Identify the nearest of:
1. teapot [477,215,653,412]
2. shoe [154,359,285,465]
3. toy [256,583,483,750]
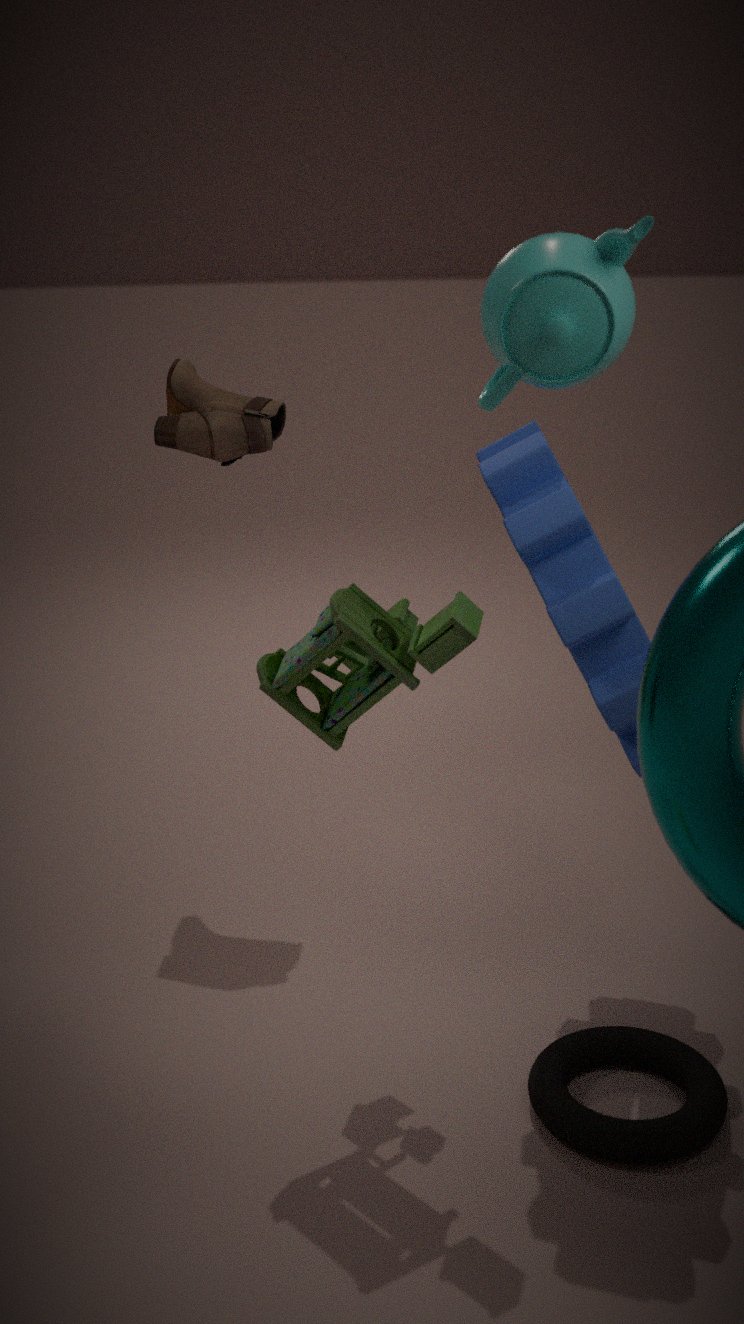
teapot [477,215,653,412]
